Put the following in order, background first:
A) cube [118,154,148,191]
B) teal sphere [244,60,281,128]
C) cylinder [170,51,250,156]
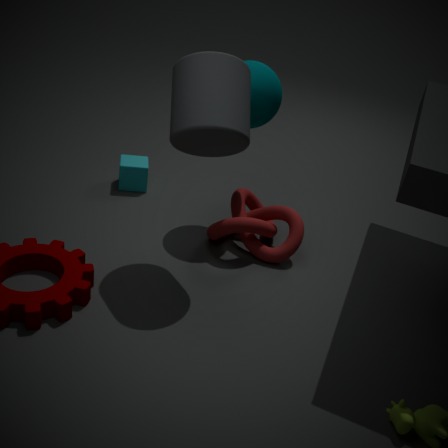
1. cube [118,154,148,191]
2. teal sphere [244,60,281,128]
3. cylinder [170,51,250,156]
